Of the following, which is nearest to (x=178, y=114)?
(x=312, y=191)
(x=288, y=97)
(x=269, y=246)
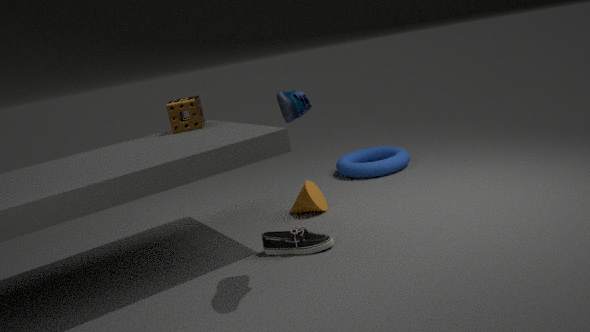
(x=312, y=191)
